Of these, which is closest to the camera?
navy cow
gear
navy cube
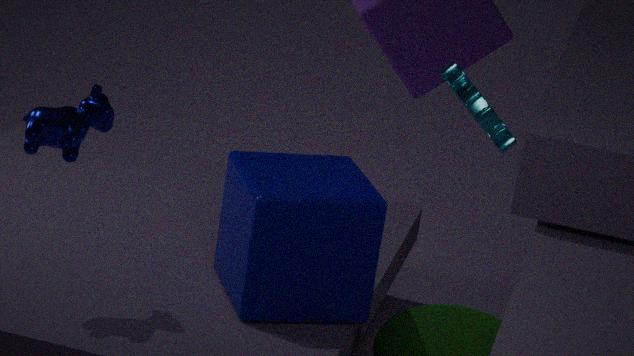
navy cow
